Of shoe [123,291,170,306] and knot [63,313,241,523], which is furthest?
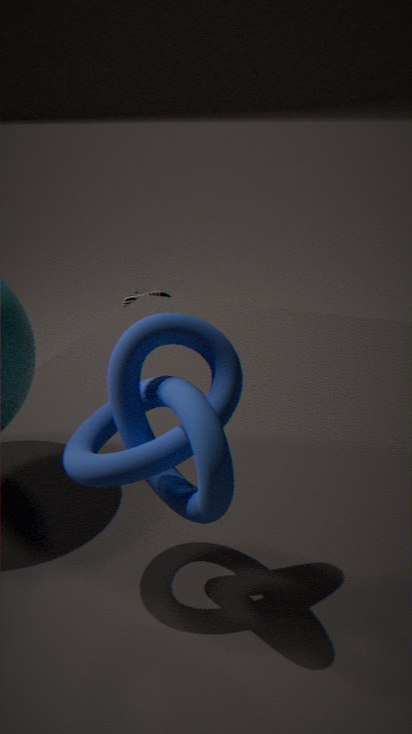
shoe [123,291,170,306]
